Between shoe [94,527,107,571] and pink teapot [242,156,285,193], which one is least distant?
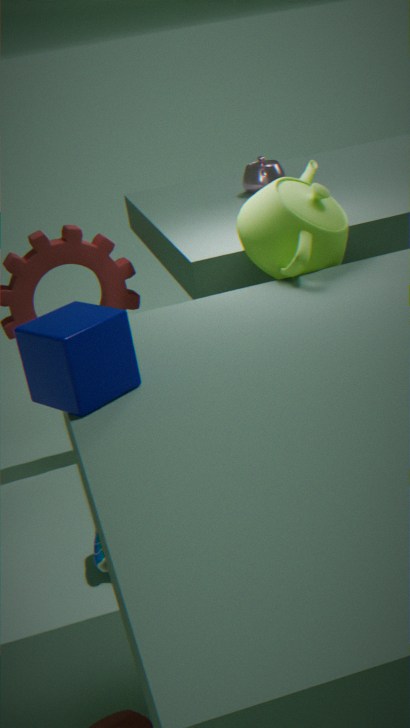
shoe [94,527,107,571]
